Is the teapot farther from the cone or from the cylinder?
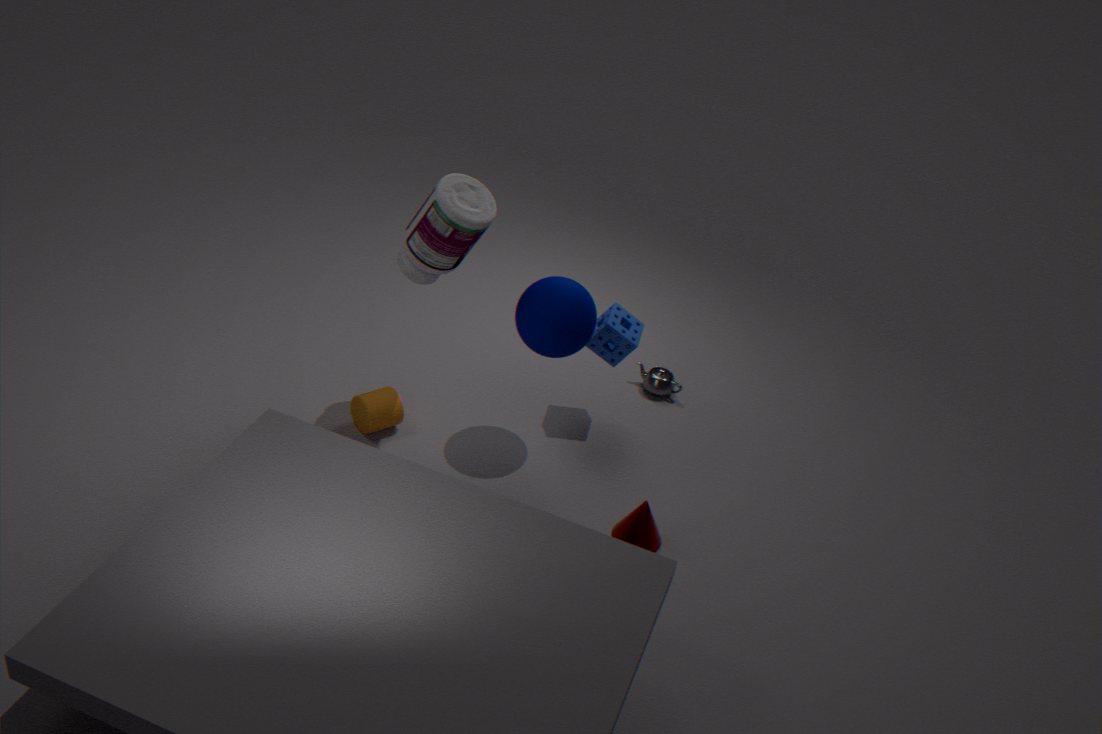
the cylinder
